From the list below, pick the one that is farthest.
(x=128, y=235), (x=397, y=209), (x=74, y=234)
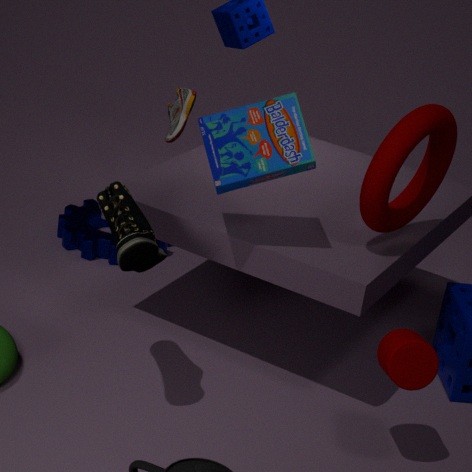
(x=74, y=234)
